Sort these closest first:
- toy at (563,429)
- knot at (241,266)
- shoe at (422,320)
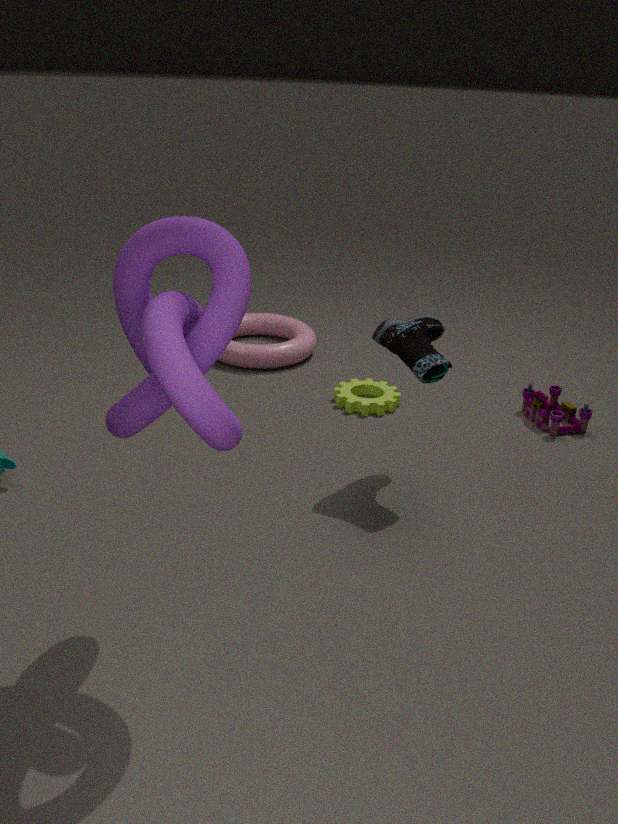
knot at (241,266)
shoe at (422,320)
toy at (563,429)
